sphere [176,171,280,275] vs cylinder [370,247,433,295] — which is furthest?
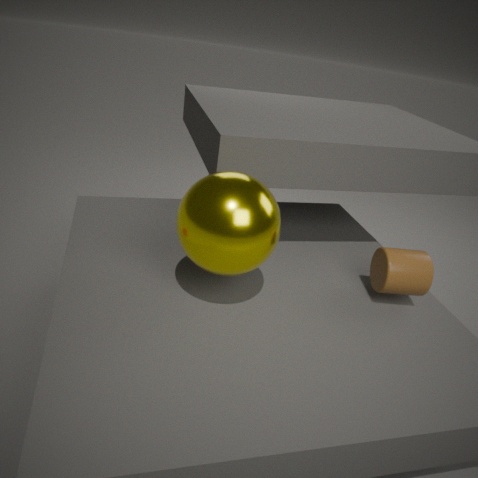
cylinder [370,247,433,295]
